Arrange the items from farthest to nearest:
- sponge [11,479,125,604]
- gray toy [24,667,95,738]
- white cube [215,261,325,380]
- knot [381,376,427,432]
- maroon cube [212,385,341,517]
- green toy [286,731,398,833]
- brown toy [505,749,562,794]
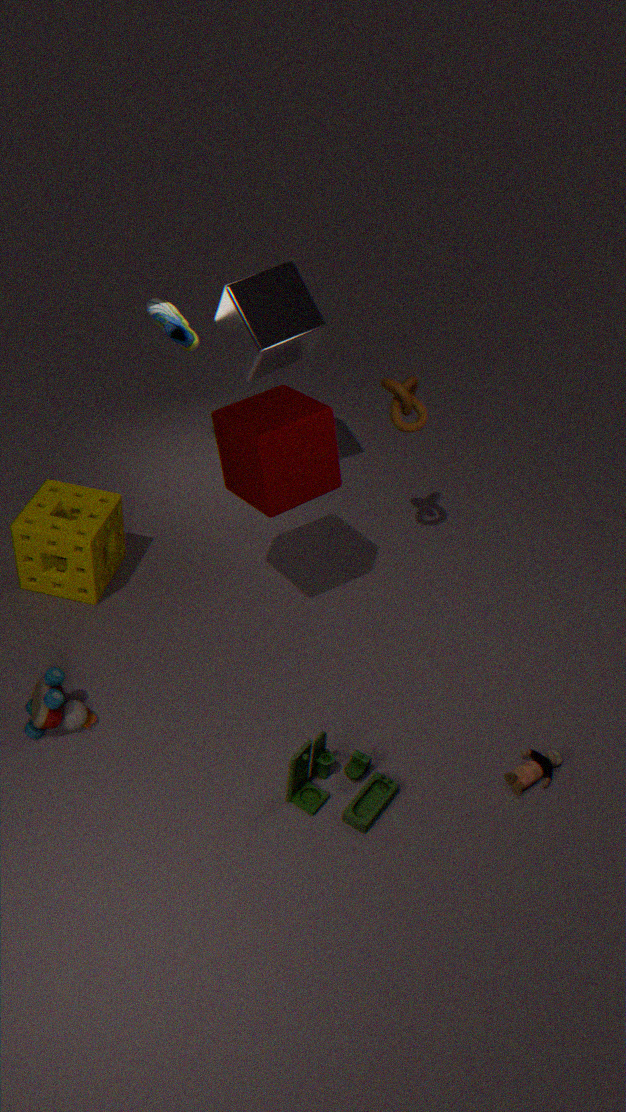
1. white cube [215,261,325,380]
2. knot [381,376,427,432]
3. sponge [11,479,125,604]
4. maroon cube [212,385,341,517]
5. brown toy [505,749,562,794]
6. gray toy [24,667,95,738]
7. green toy [286,731,398,833]
